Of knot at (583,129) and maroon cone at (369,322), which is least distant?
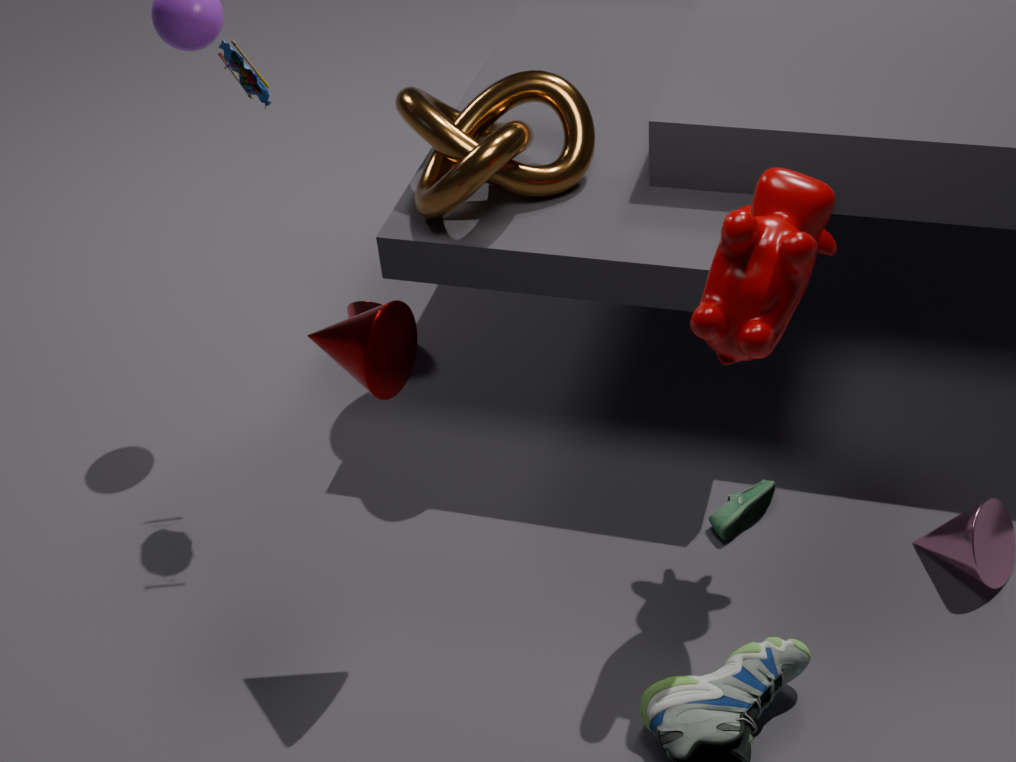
maroon cone at (369,322)
